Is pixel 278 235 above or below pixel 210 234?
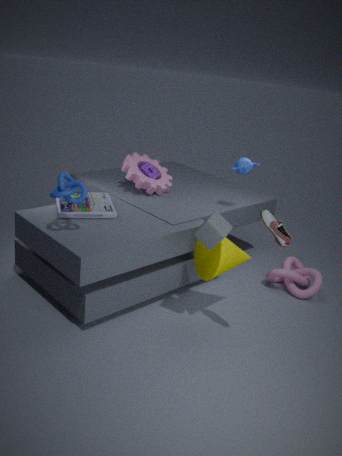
above
